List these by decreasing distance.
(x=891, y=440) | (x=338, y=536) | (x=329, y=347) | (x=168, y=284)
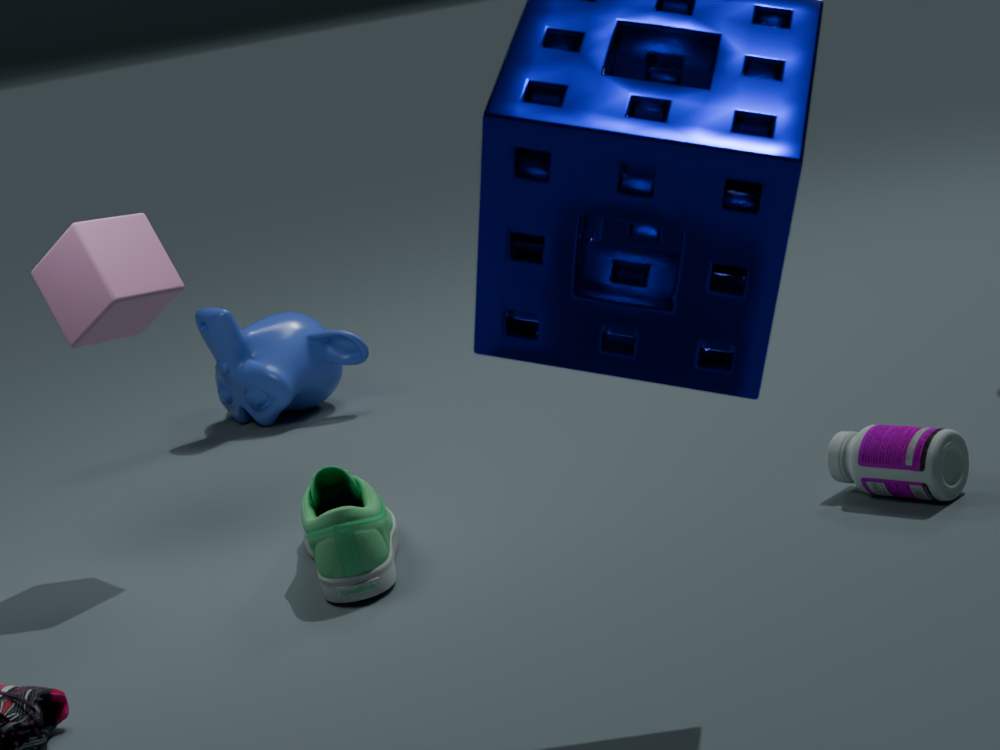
(x=329, y=347) → (x=168, y=284) → (x=891, y=440) → (x=338, y=536)
